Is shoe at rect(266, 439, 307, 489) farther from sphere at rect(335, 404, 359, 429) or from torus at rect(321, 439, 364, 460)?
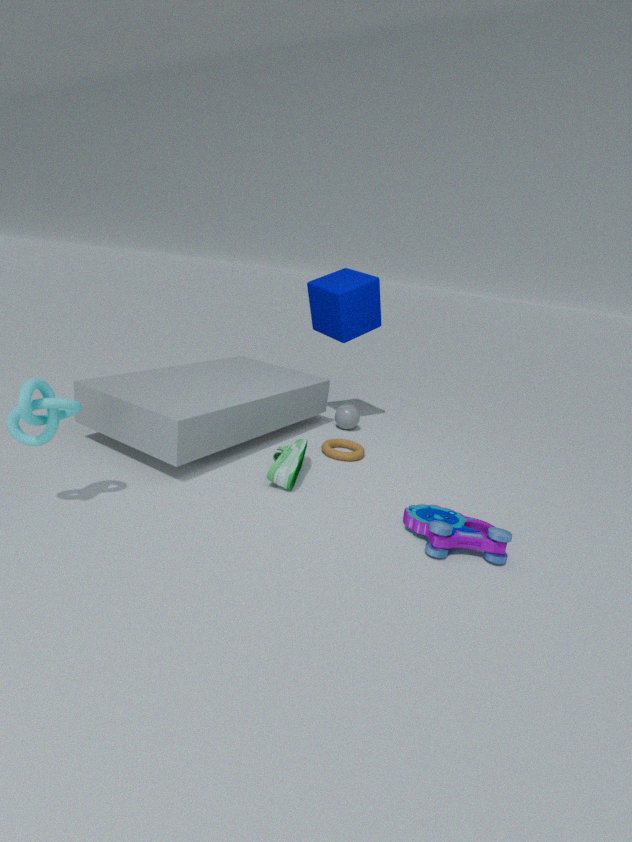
sphere at rect(335, 404, 359, 429)
